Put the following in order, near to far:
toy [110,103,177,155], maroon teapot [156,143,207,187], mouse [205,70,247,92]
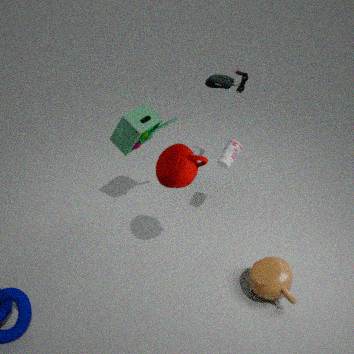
maroon teapot [156,143,207,187] < toy [110,103,177,155] < mouse [205,70,247,92]
